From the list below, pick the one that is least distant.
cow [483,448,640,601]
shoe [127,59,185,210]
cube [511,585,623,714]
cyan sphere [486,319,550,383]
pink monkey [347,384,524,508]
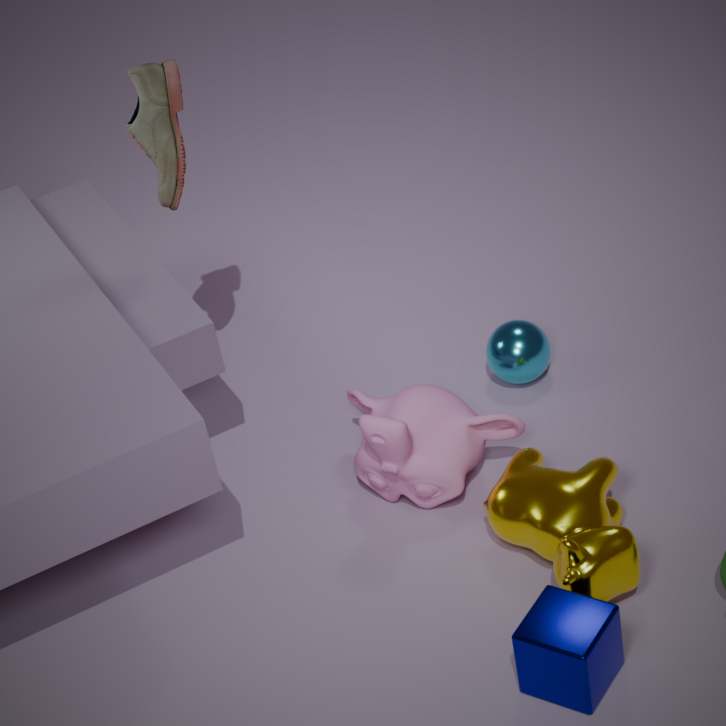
cube [511,585,623,714]
